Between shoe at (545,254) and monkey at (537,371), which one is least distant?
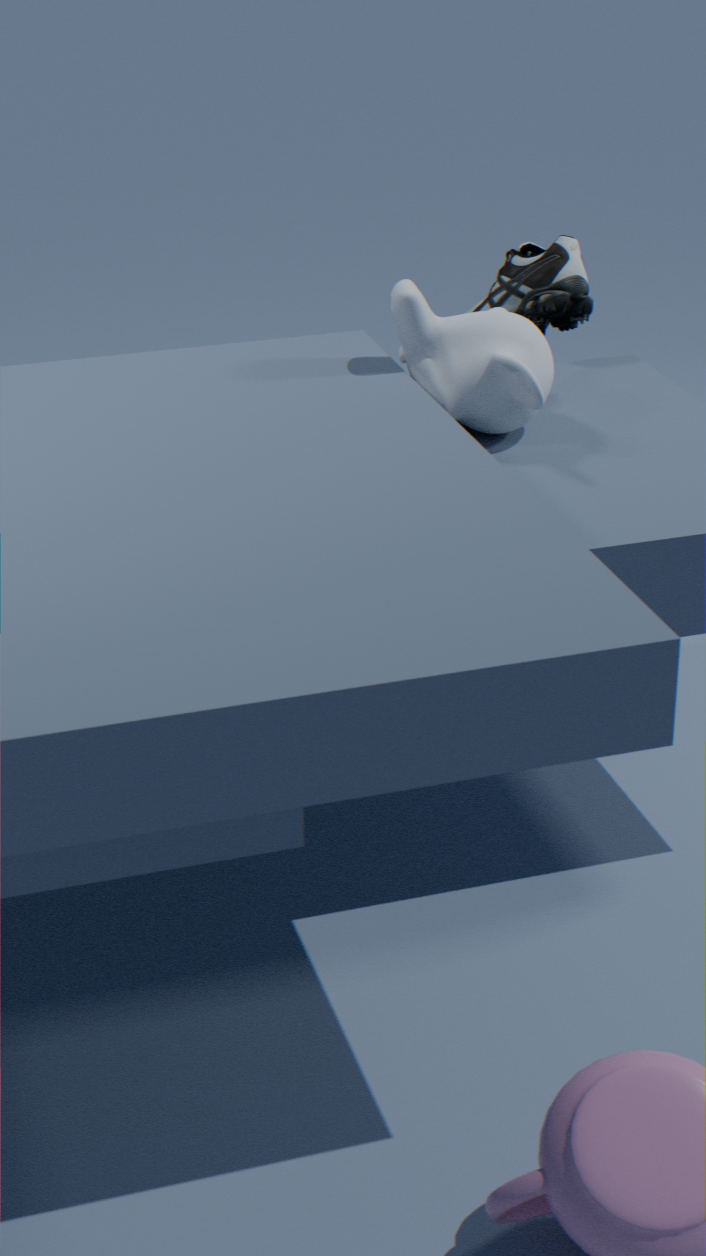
monkey at (537,371)
